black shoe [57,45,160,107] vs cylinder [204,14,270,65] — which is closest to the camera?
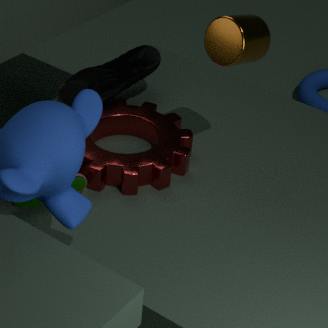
cylinder [204,14,270,65]
